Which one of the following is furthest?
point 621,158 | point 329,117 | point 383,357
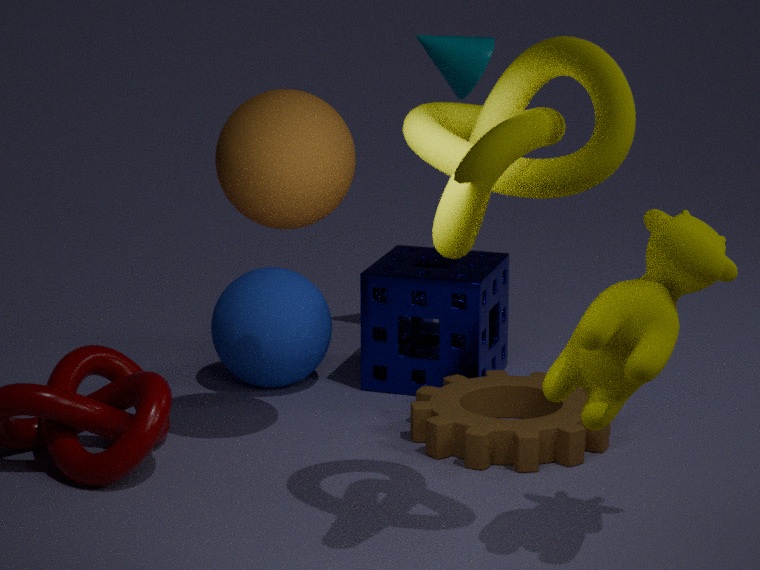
point 383,357
